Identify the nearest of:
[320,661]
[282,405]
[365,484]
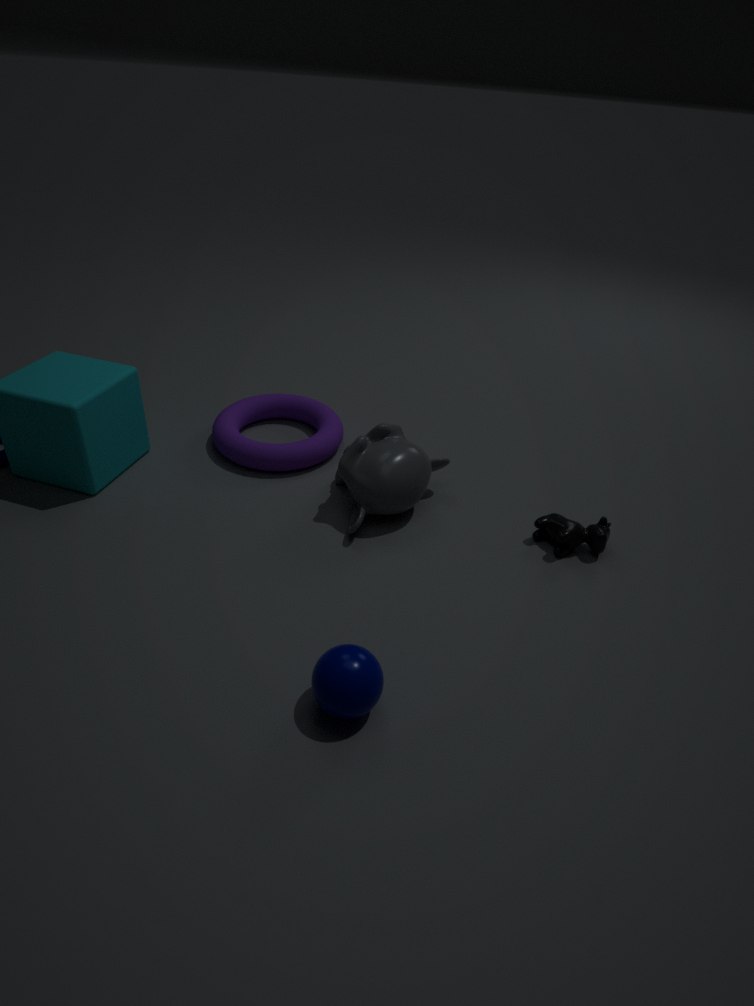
[320,661]
